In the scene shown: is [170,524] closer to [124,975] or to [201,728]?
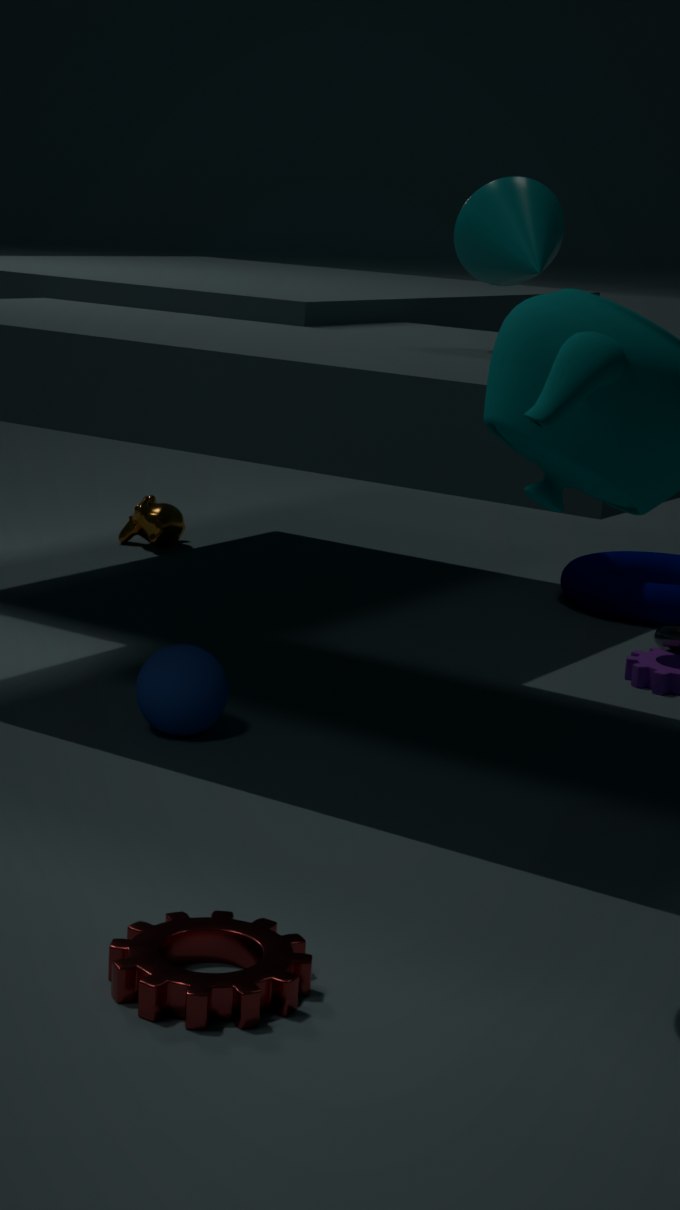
[201,728]
